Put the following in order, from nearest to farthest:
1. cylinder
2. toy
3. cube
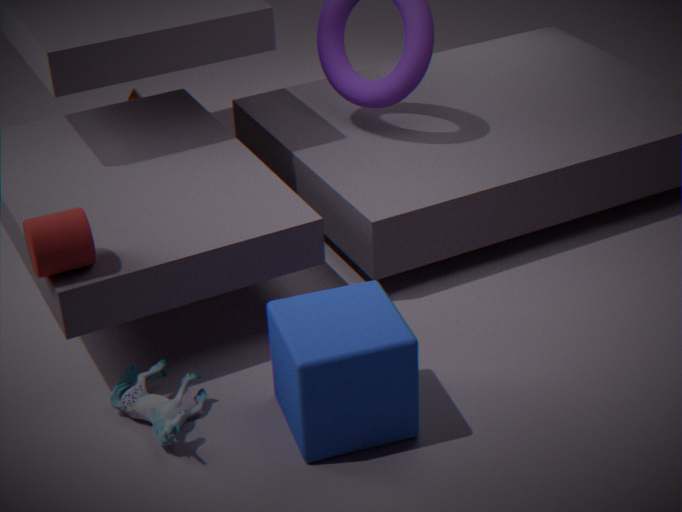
cube
cylinder
toy
